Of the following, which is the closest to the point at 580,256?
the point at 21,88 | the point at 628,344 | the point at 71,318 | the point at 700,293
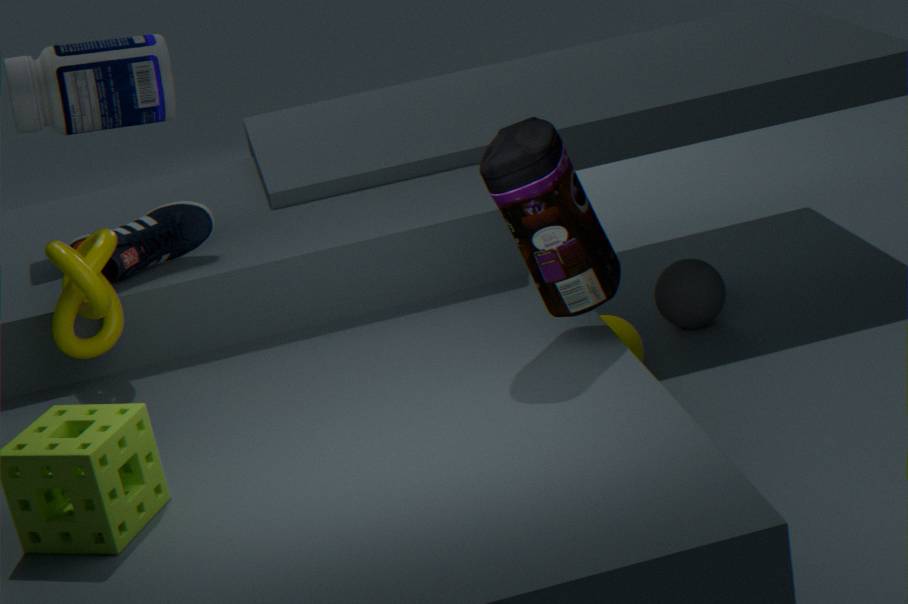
the point at 628,344
